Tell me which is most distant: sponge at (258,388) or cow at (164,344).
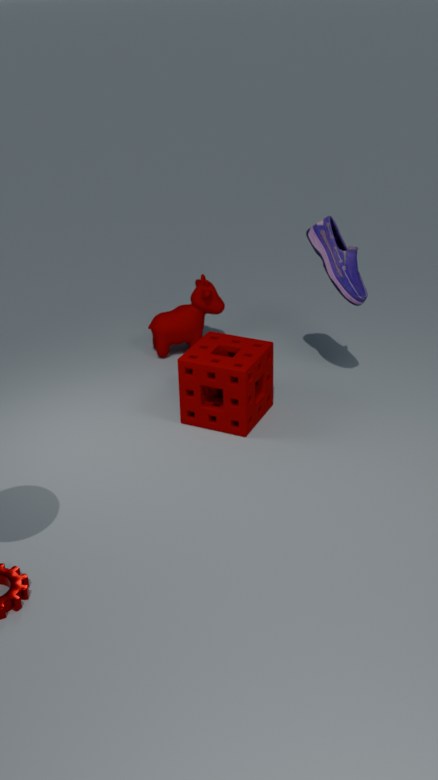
cow at (164,344)
